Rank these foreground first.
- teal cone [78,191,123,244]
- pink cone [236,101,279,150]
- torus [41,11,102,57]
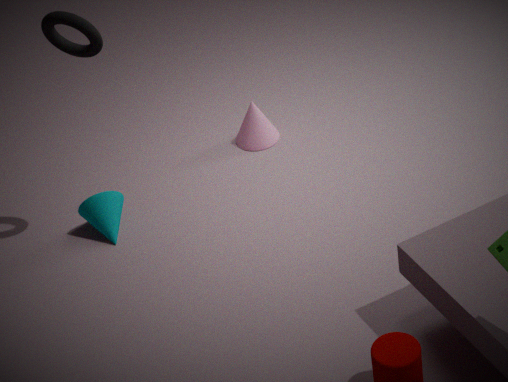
torus [41,11,102,57] < teal cone [78,191,123,244] < pink cone [236,101,279,150]
